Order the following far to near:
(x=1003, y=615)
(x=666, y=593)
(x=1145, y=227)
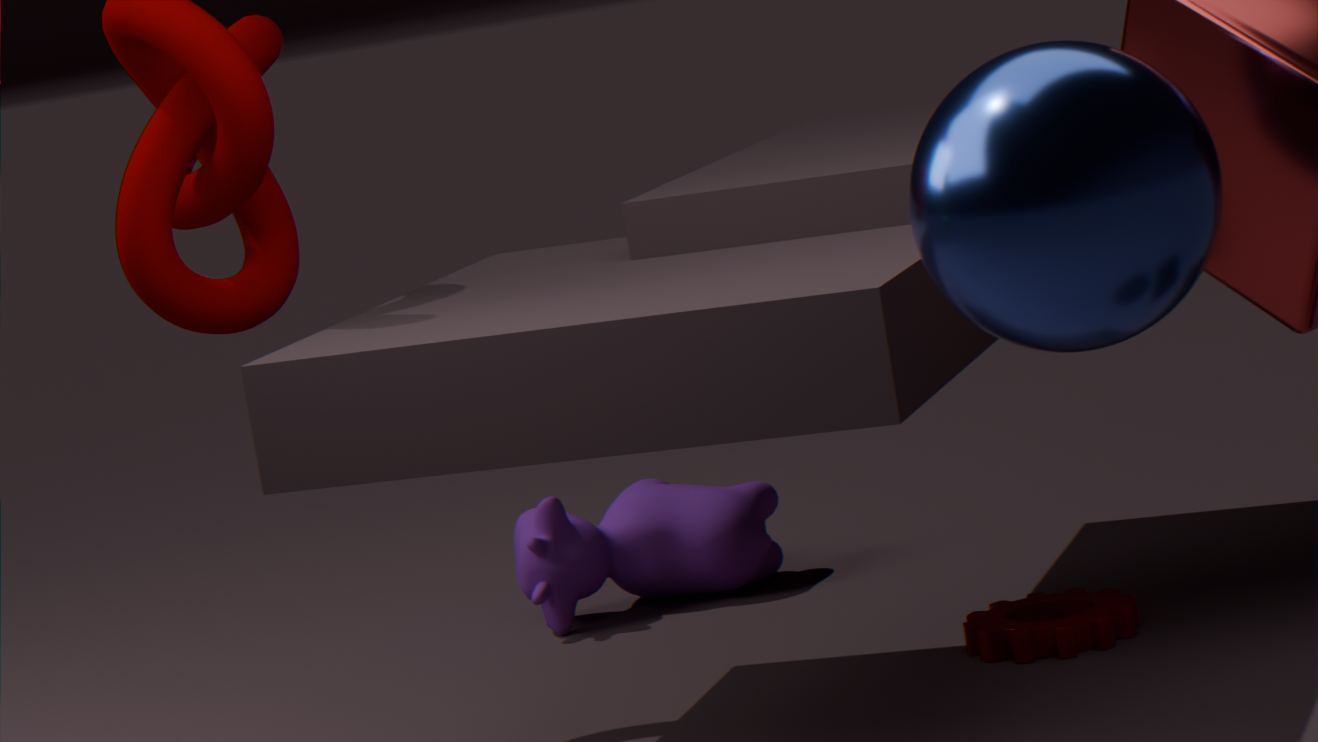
(x=666, y=593)
(x=1003, y=615)
(x=1145, y=227)
